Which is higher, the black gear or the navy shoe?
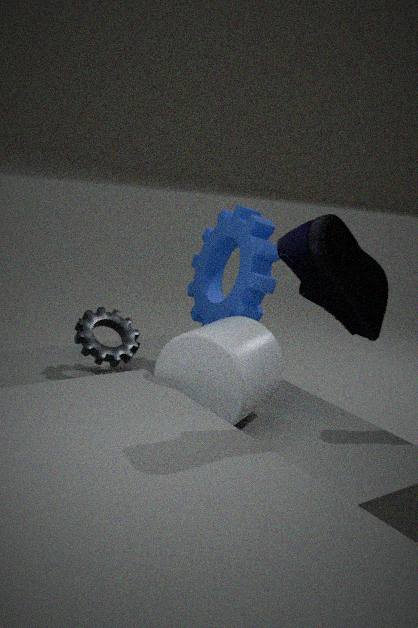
the navy shoe
